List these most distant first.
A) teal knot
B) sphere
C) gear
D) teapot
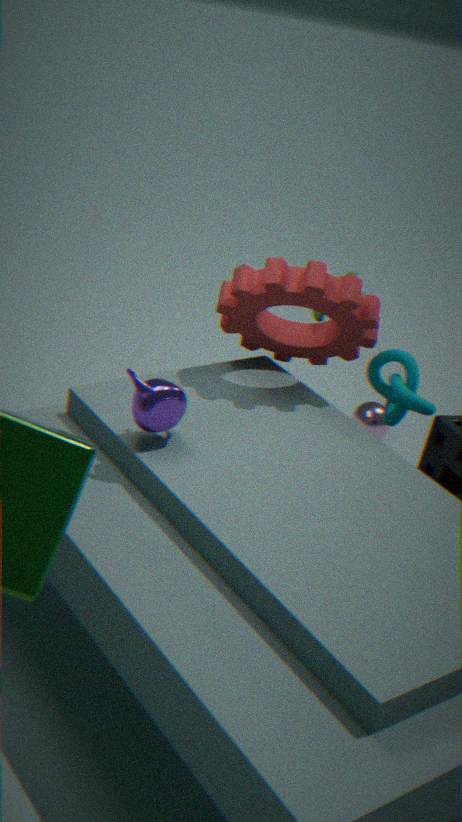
sphere, teal knot, gear, teapot
